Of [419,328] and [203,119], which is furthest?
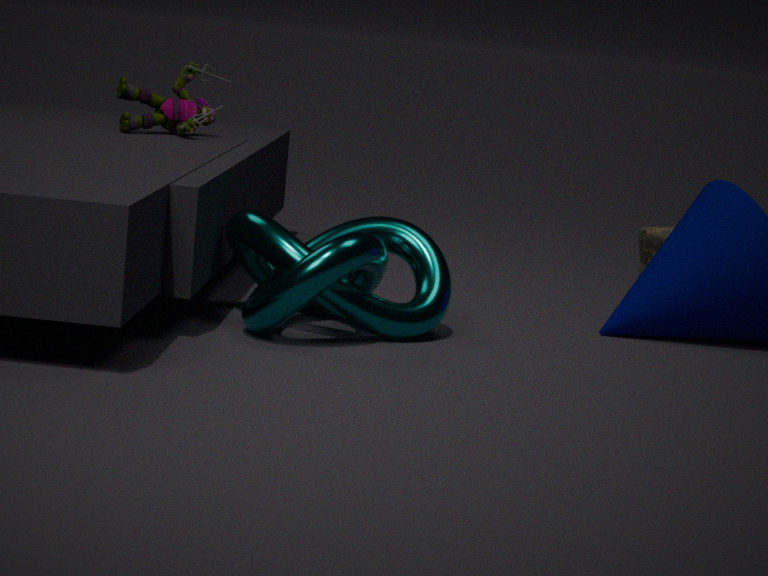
[203,119]
